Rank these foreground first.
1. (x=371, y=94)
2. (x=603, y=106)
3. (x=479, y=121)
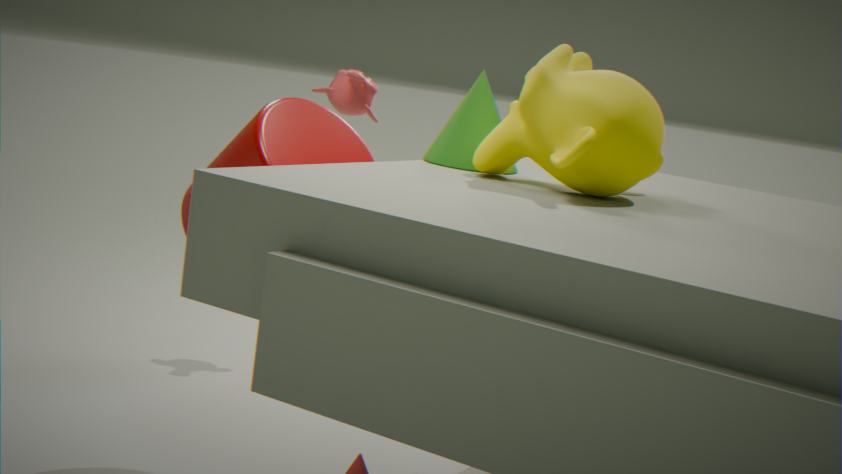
(x=603, y=106) → (x=479, y=121) → (x=371, y=94)
